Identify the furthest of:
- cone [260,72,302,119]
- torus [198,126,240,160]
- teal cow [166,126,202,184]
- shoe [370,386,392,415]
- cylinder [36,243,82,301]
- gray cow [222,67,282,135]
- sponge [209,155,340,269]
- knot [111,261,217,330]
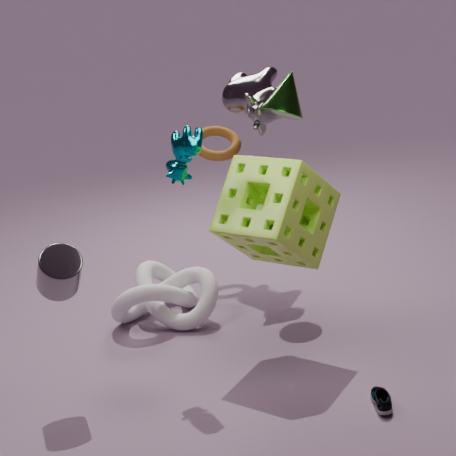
torus [198,126,240,160]
